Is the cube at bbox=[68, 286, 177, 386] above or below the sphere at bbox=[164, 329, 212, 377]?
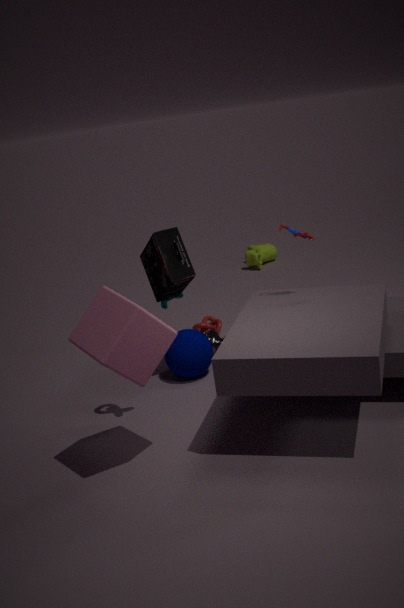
above
